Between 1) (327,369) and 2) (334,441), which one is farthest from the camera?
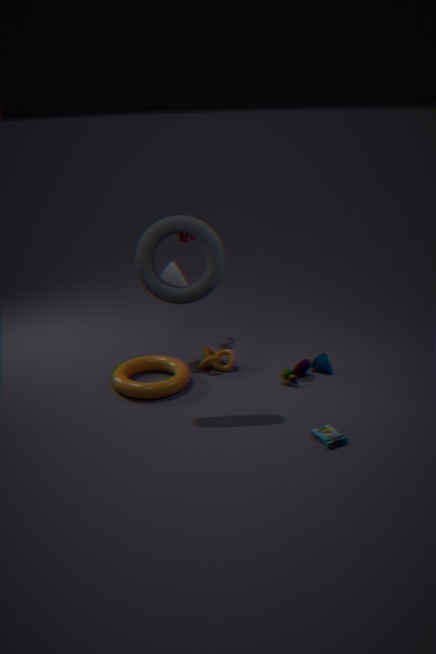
1. (327,369)
